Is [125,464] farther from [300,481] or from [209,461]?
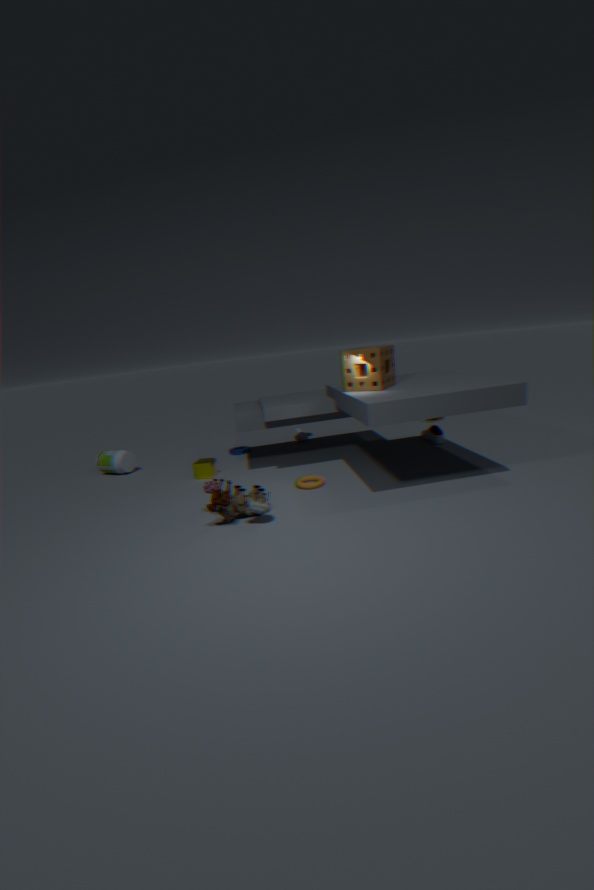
[300,481]
